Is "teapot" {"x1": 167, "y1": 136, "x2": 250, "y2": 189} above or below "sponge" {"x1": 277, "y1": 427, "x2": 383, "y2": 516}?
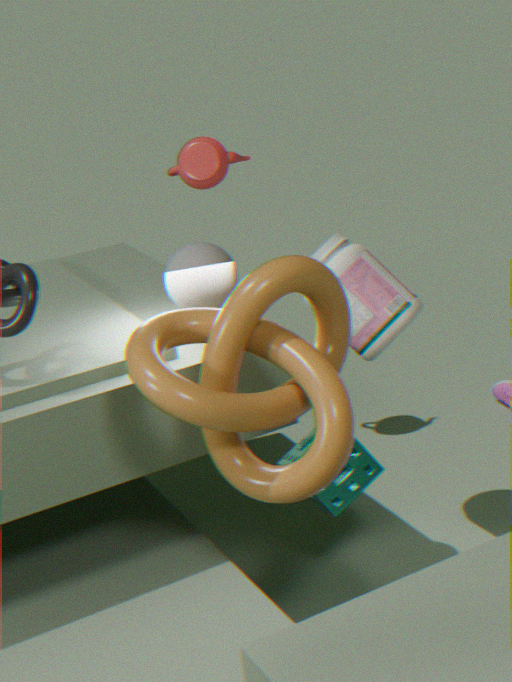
above
